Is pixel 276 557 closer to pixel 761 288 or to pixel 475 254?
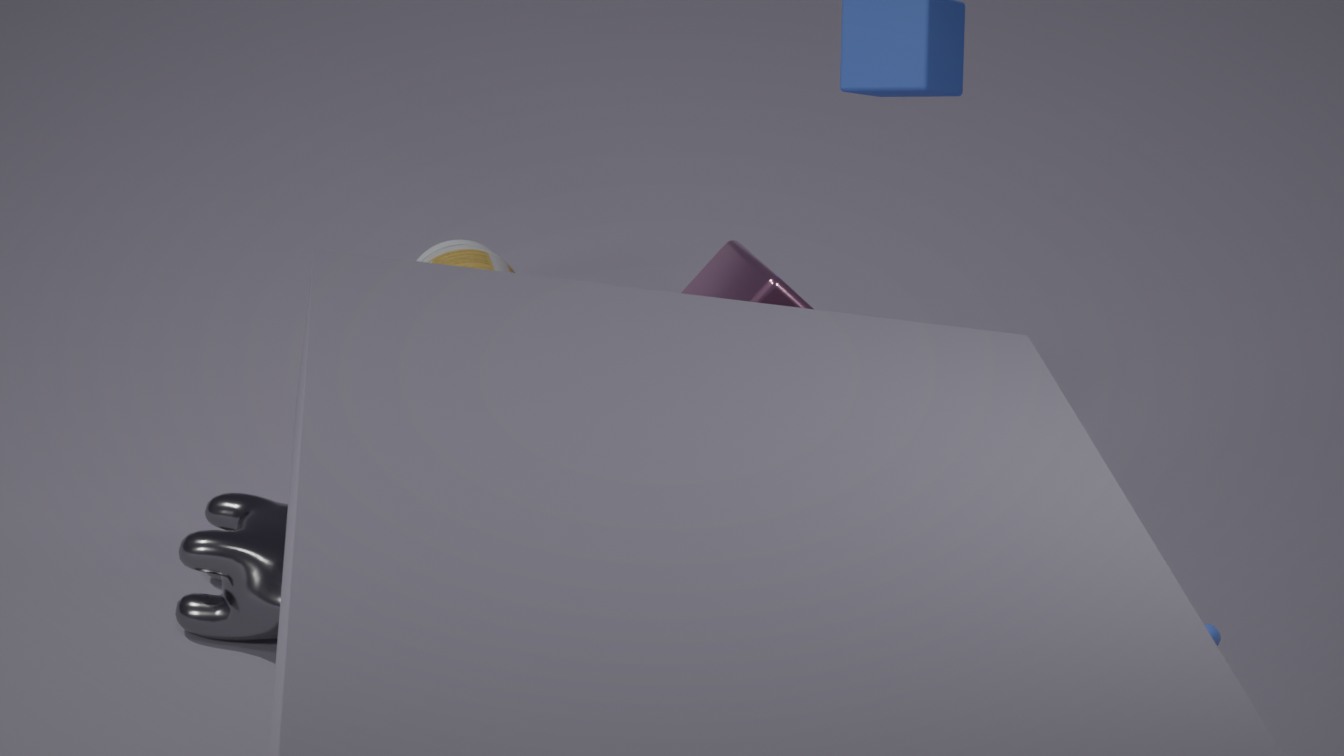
pixel 761 288
